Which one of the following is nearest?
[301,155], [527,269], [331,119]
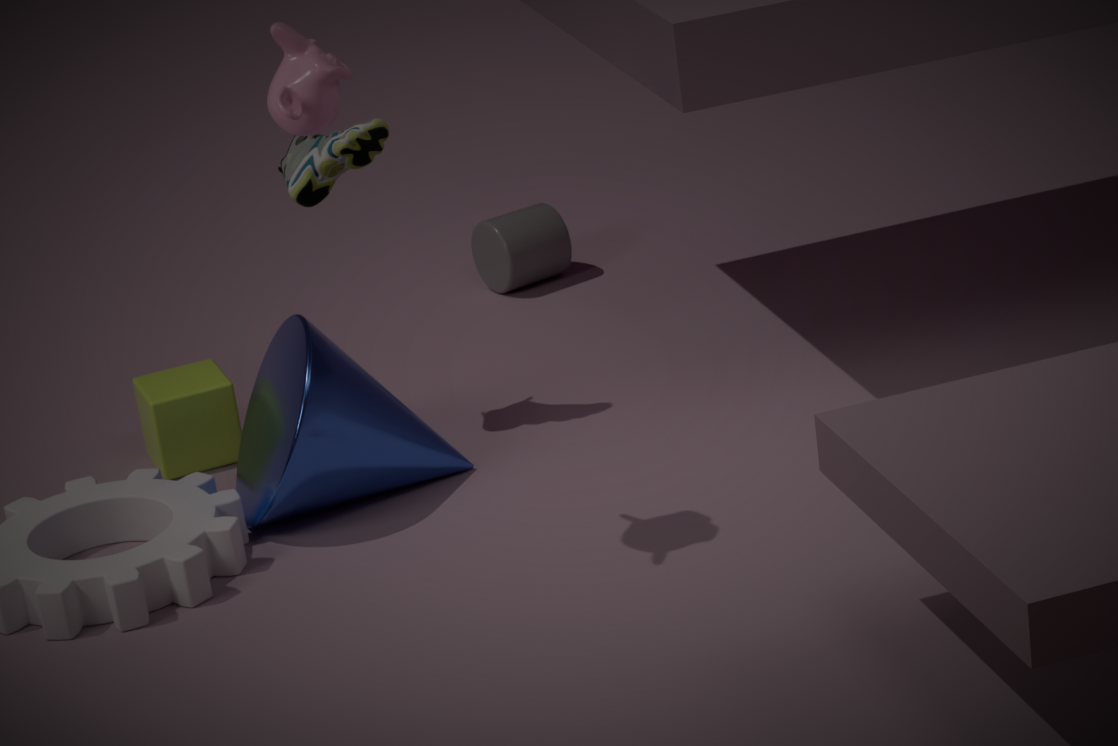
[331,119]
